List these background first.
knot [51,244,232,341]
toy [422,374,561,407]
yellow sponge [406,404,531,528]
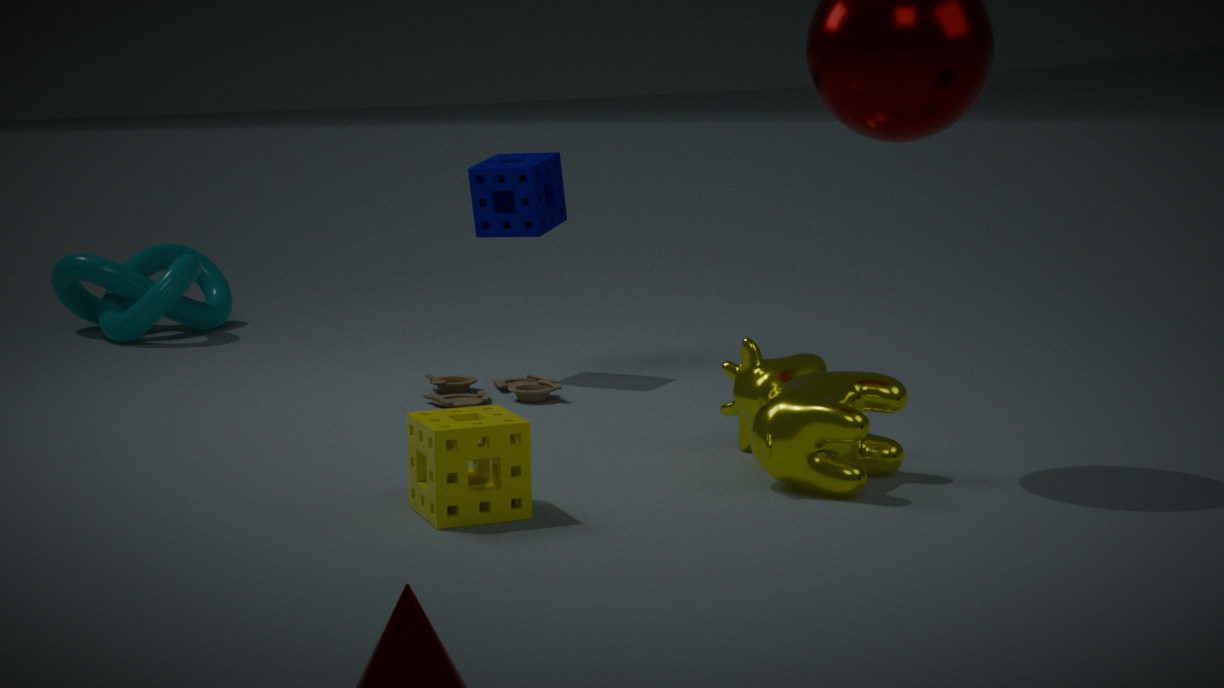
1. knot [51,244,232,341]
2. toy [422,374,561,407]
3. yellow sponge [406,404,531,528]
